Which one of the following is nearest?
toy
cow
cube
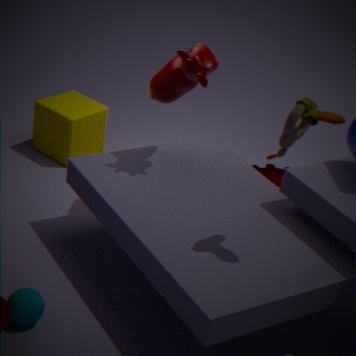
toy
